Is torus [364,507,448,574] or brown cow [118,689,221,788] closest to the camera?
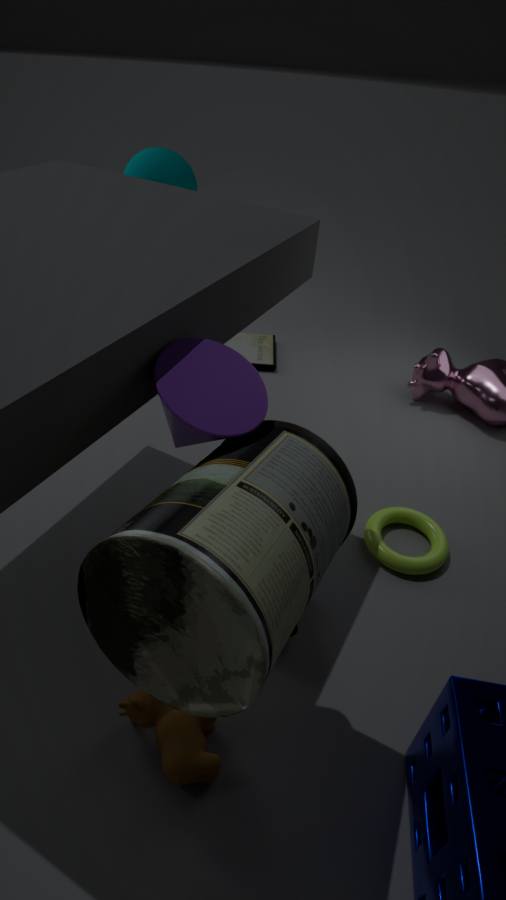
brown cow [118,689,221,788]
